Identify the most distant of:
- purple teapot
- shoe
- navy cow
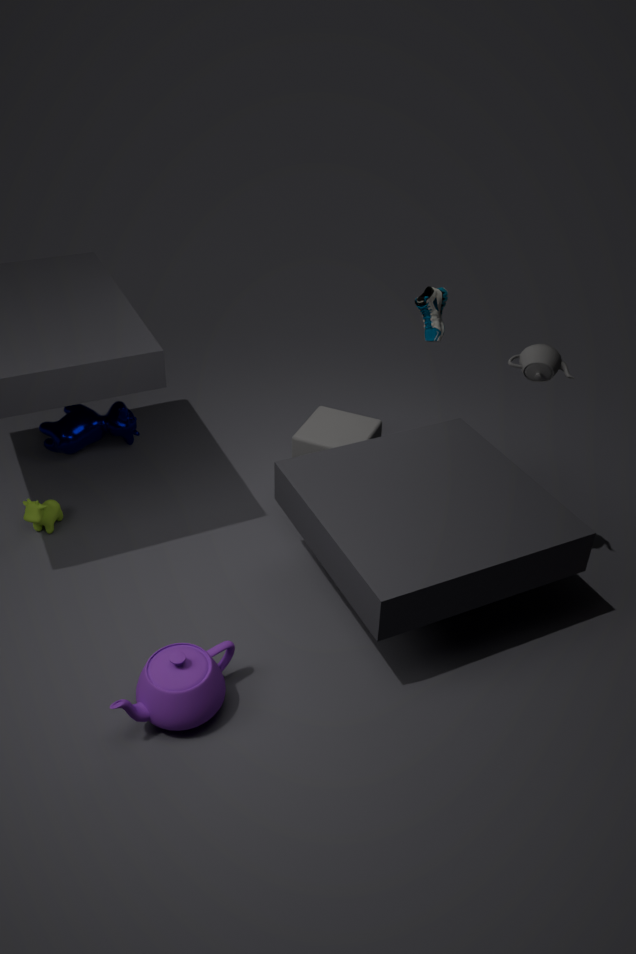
navy cow
